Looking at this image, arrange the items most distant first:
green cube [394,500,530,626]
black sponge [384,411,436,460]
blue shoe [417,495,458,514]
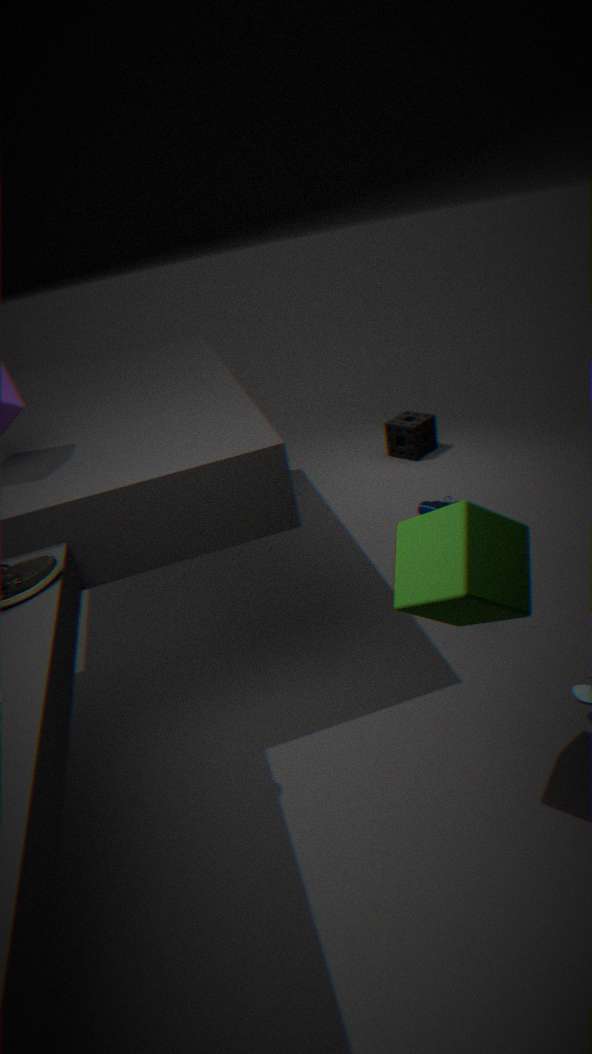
black sponge [384,411,436,460]
blue shoe [417,495,458,514]
green cube [394,500,530,626]
